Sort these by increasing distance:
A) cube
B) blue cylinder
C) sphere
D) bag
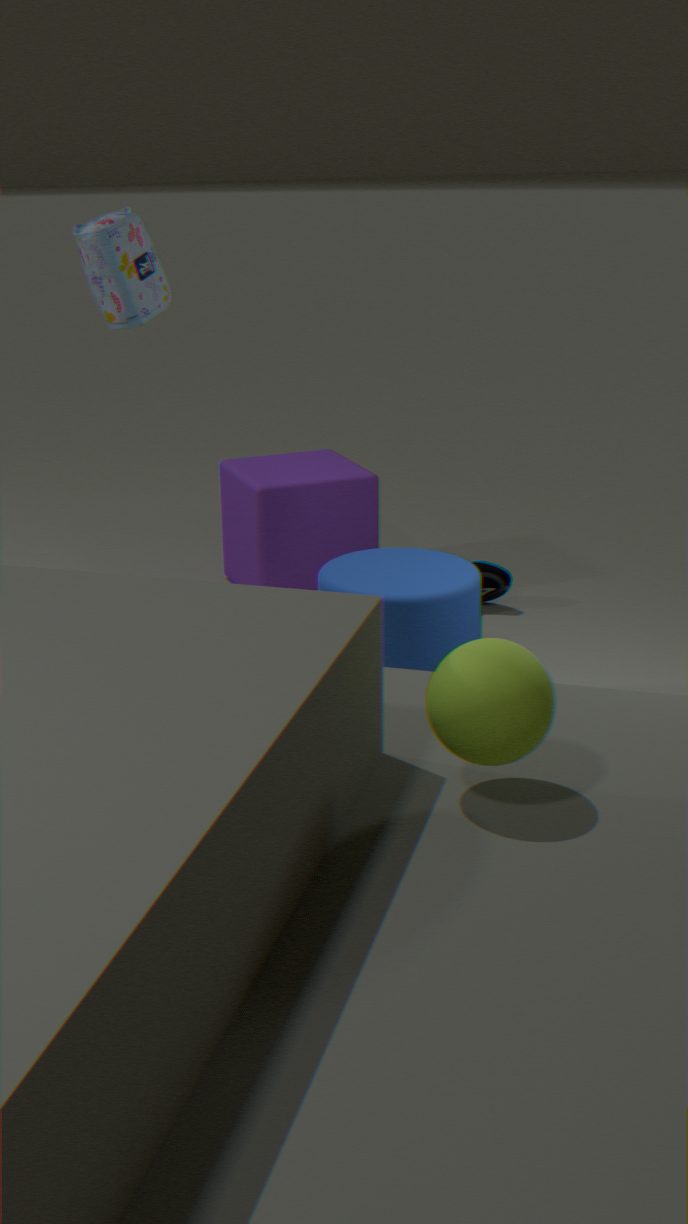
sphere
bag
blue cylinder
cube
